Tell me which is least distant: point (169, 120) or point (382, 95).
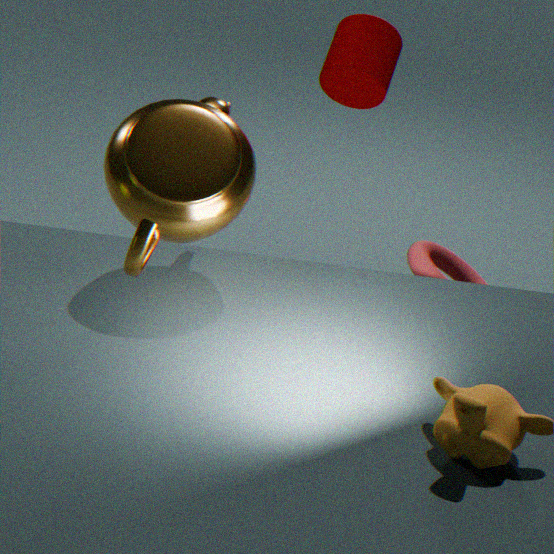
point (169, 120)
